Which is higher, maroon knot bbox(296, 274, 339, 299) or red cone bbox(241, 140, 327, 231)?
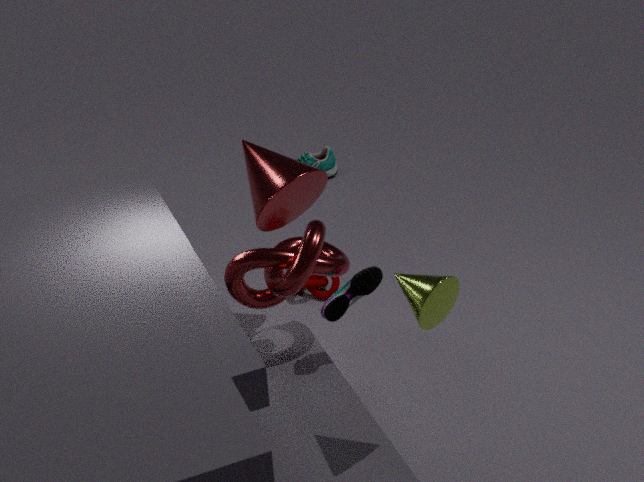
red cone bbox(241, 140, 327, 231)
